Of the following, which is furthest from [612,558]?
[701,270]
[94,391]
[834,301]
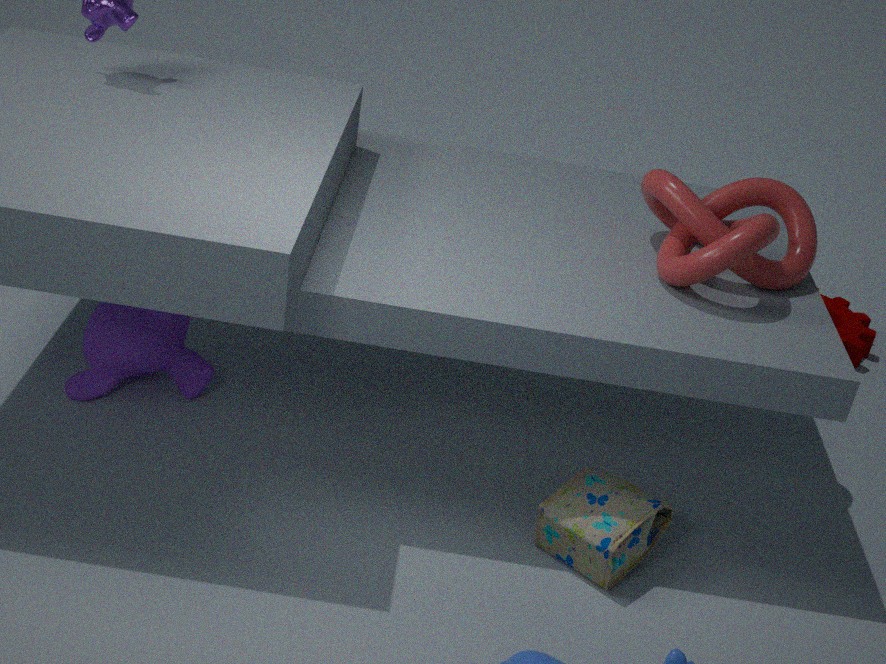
[834,301]
